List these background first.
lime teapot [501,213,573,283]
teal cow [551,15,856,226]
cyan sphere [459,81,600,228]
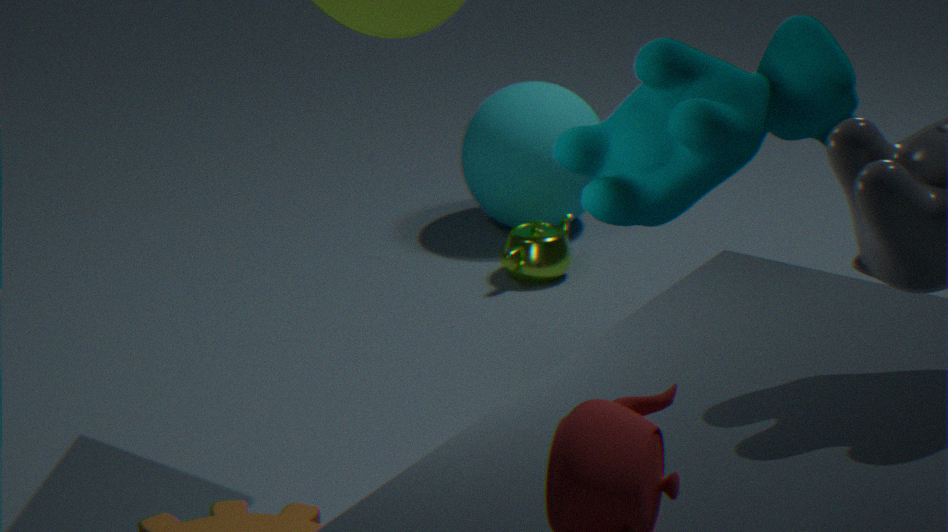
cyan sphere [459,81,600,228]
lime teapot [501,213,573,283]
teal cow [551,15,856,226]
